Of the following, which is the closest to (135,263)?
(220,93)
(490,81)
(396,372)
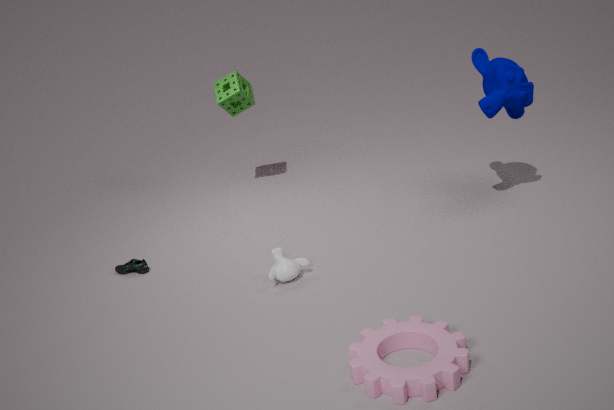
(220,93)
